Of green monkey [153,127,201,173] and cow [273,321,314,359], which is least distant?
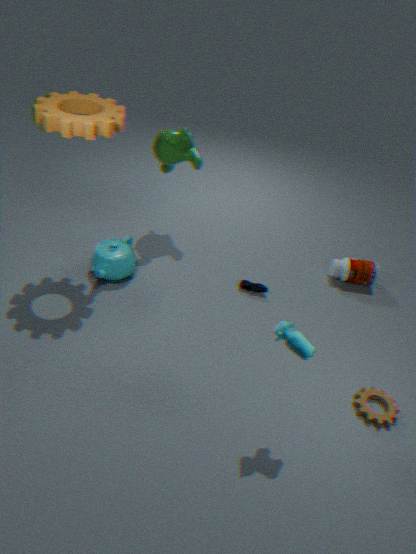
cow [273,321,314,359]
